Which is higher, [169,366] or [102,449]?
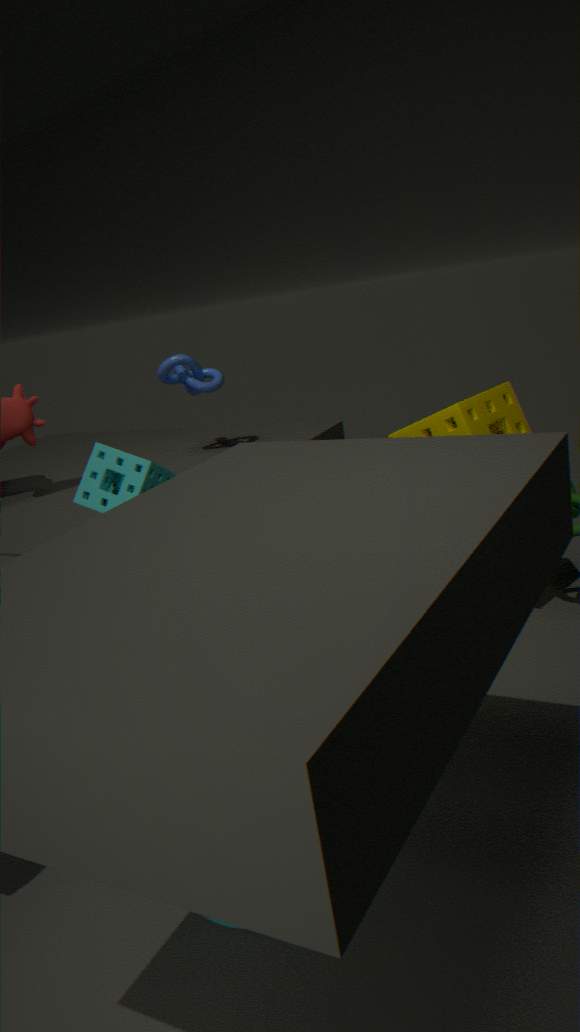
[169,366]
